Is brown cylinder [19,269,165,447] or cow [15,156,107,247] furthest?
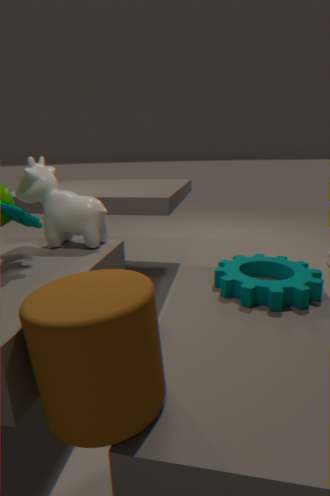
cow [15,156,107,247]
